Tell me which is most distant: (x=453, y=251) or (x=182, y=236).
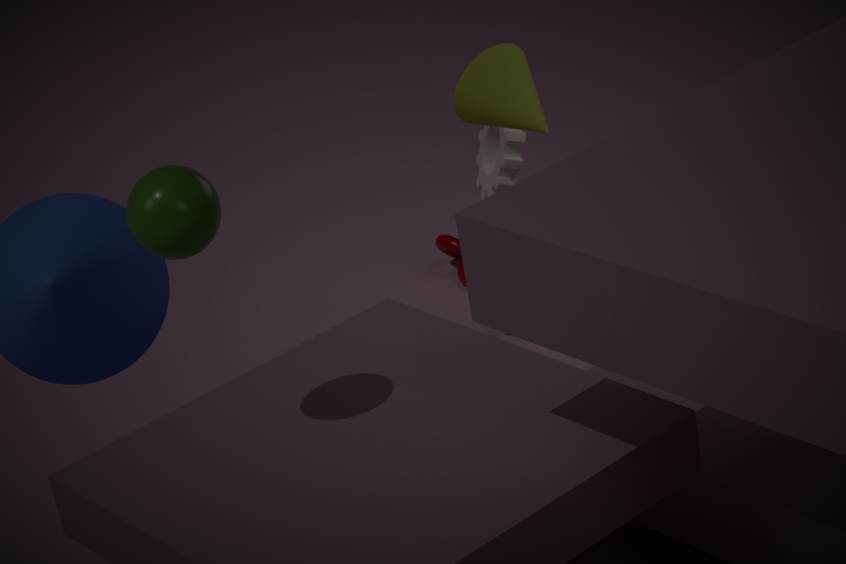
(x=453, y=251)
